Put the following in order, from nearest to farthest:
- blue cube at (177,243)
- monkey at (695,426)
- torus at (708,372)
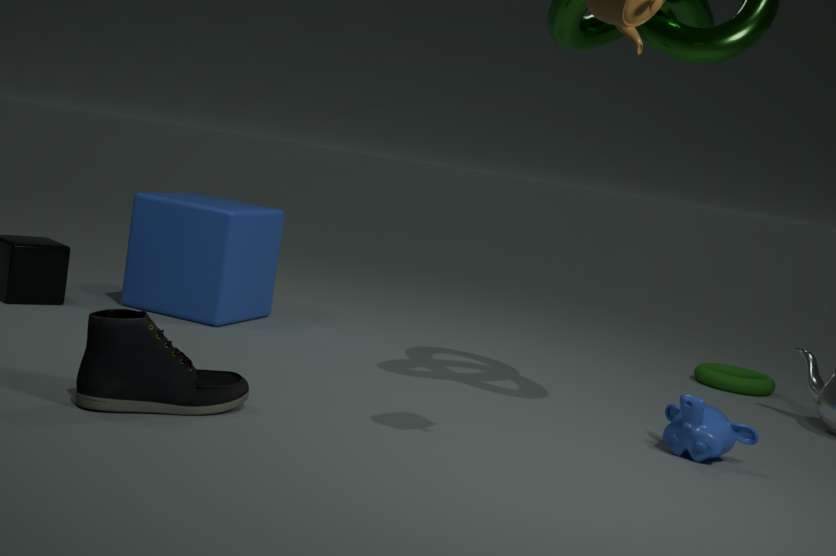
monkey at (695,426) → blue cube at (177,243) → torus at (708,372)
